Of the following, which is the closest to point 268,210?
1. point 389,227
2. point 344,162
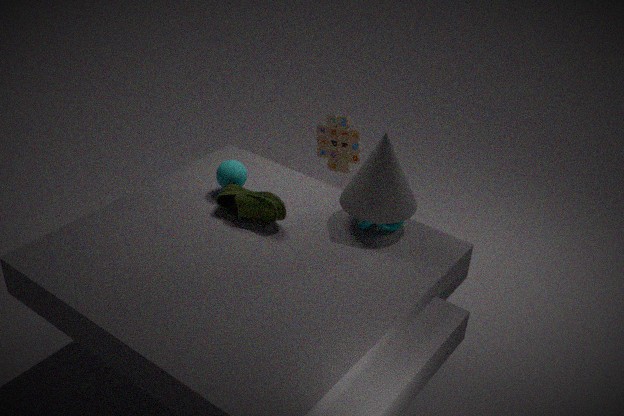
point 389,227
